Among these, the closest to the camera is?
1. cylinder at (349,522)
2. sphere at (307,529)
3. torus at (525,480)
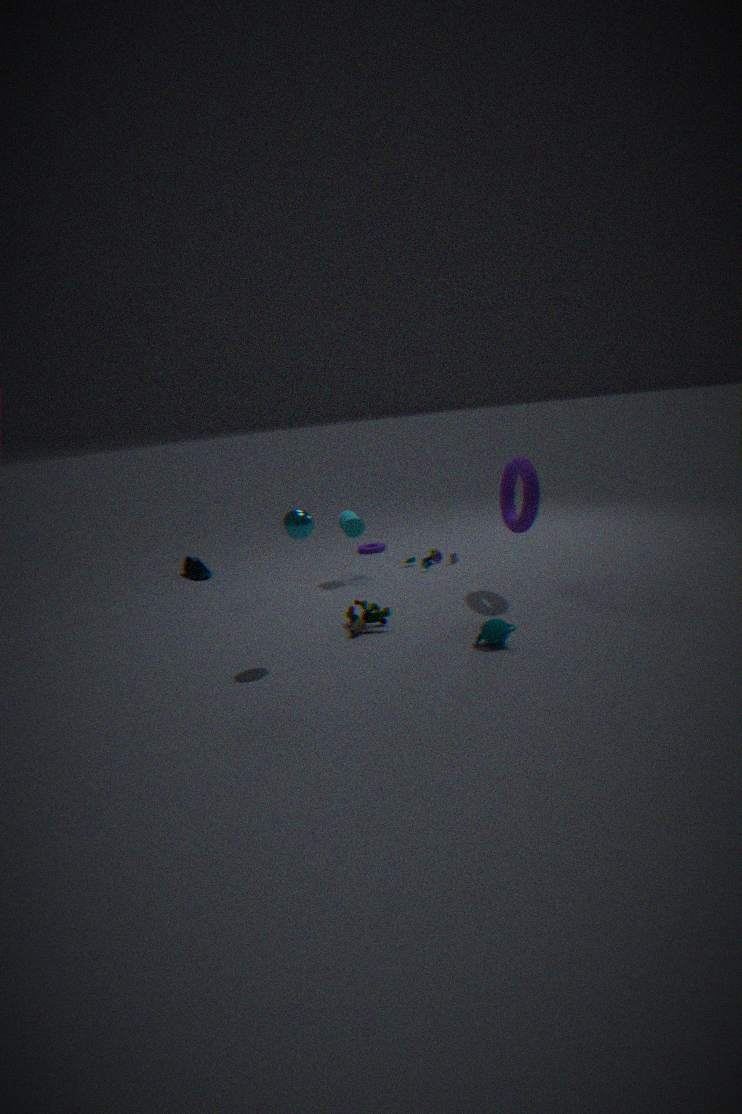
sphere at (307,529)
